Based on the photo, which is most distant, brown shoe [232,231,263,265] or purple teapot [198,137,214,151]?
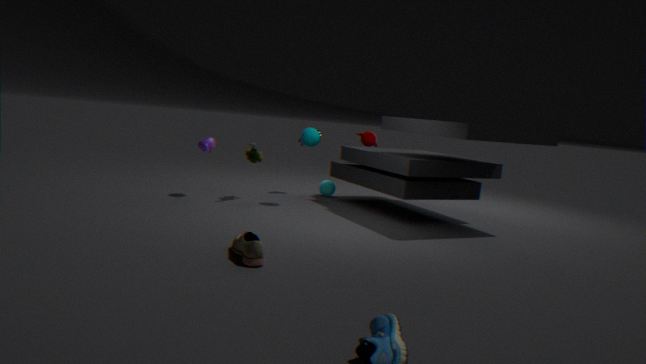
purple teapot [198,137,214,151]
